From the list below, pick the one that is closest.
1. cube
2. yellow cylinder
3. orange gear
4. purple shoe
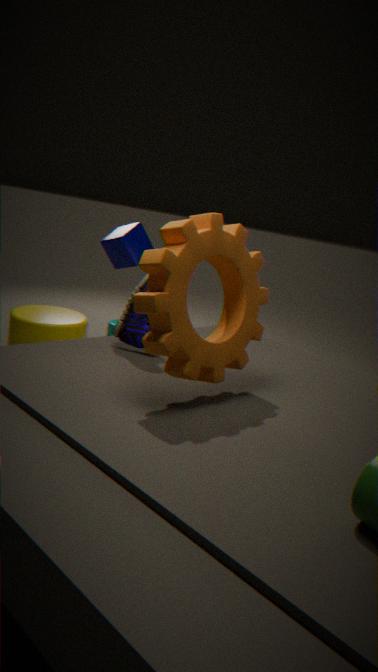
orange gear
